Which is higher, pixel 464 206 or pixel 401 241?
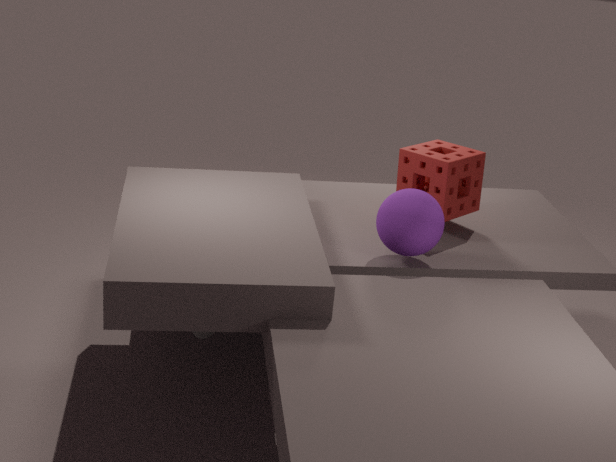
pixel 464 206
